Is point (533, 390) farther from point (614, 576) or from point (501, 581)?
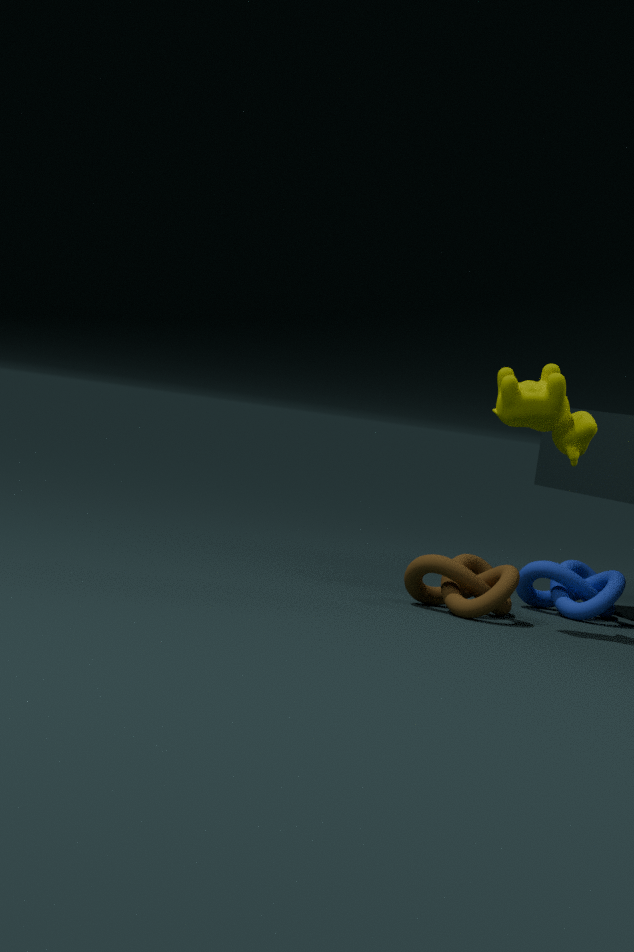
point (614, 576)
